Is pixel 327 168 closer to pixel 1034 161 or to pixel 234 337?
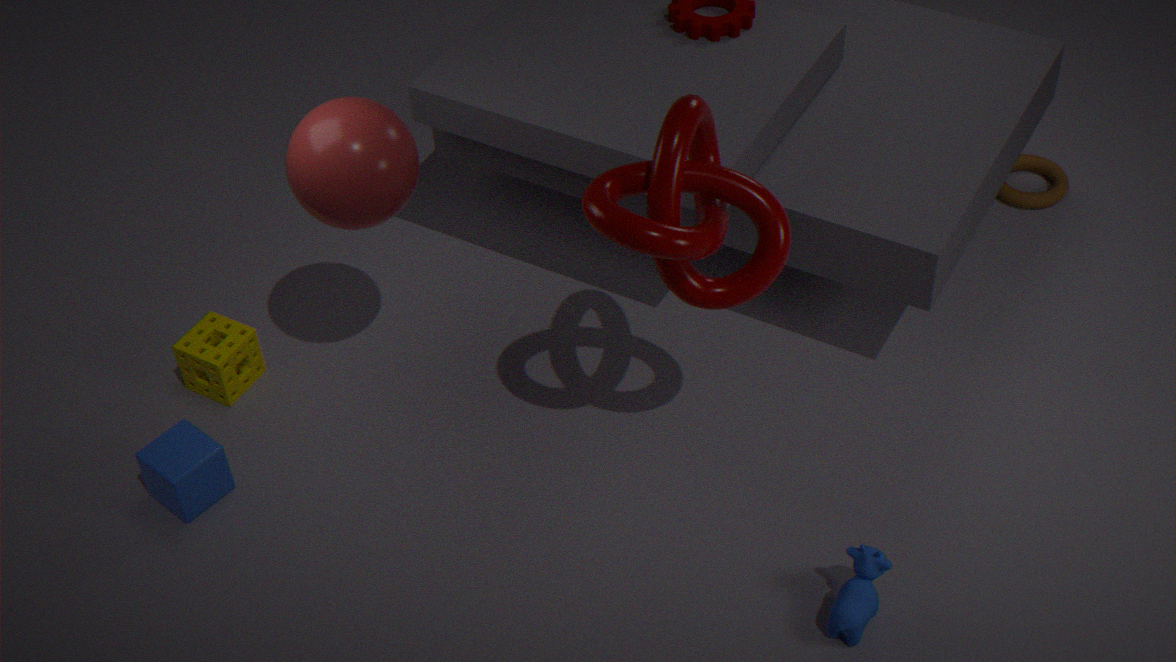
pixel 234 337
